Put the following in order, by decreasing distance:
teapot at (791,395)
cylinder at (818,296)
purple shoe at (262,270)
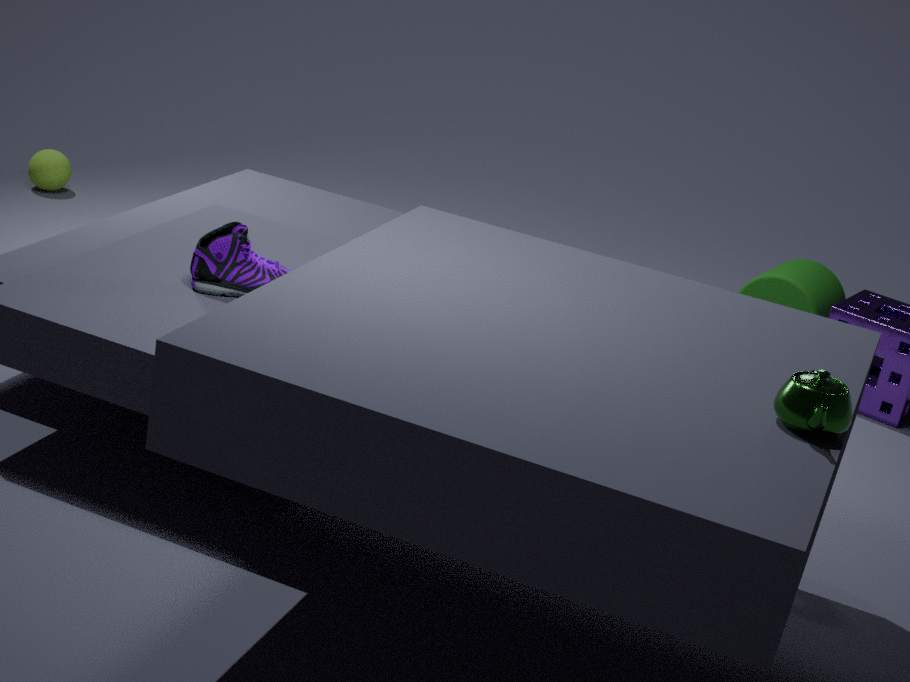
cylinder at (818,296) < purple shoe at (262,270) < teapot at (791,395)
